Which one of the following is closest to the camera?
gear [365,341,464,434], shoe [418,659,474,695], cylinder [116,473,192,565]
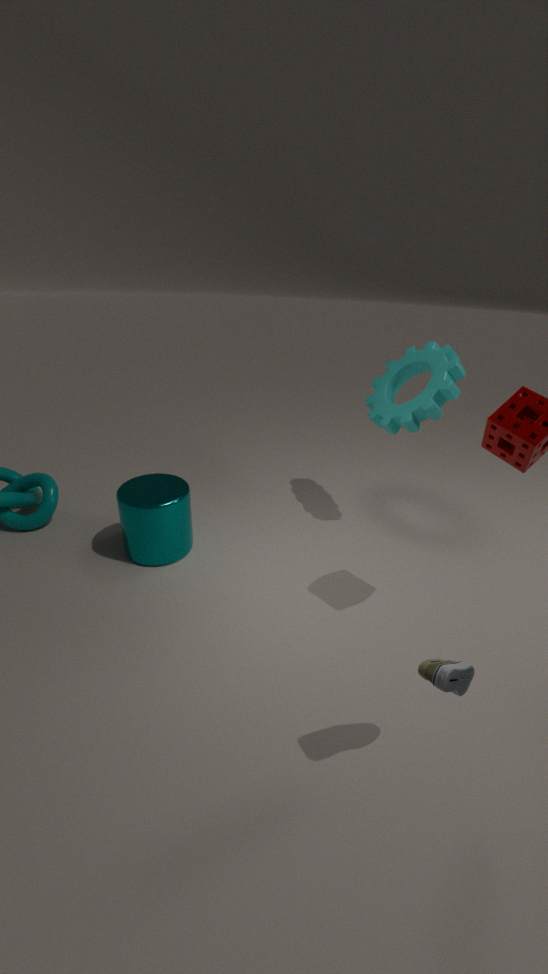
shoe [418,659,474,695]
